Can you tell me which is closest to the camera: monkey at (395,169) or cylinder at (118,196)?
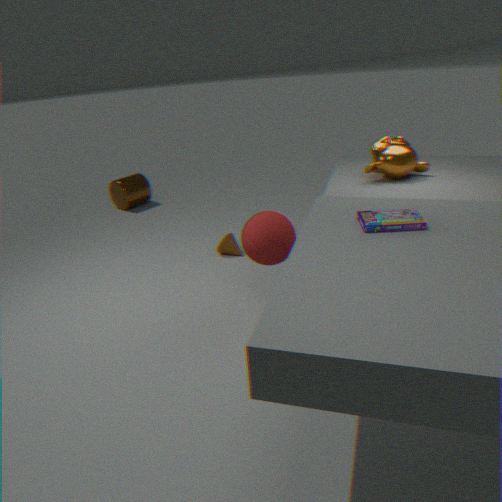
monkey at (395,169)
